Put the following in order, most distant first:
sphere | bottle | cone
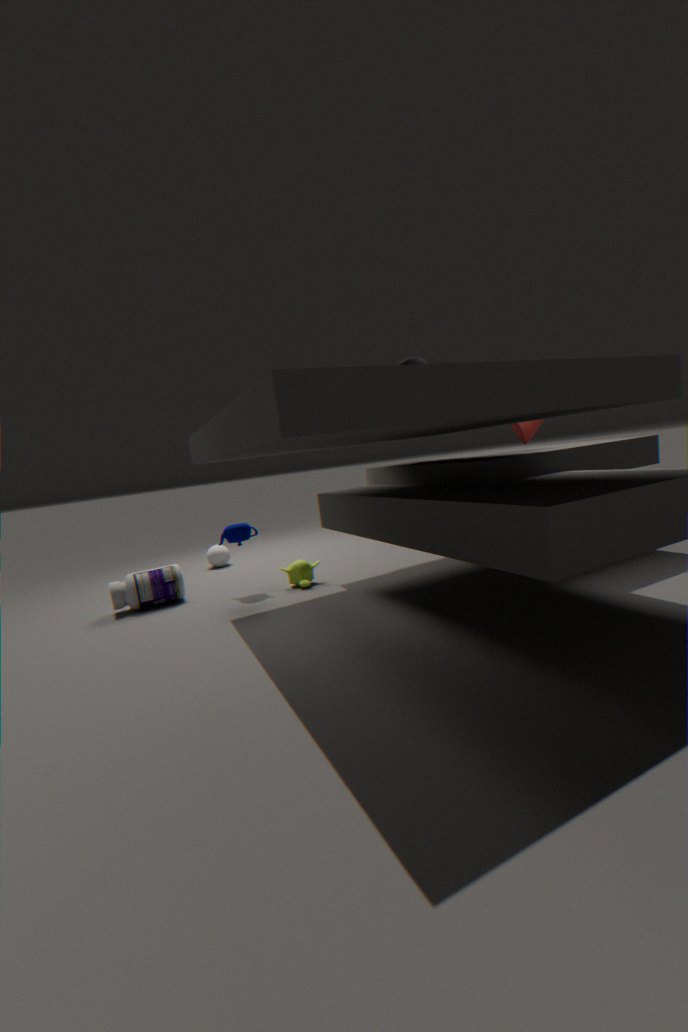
1. sphere
2. bottle
3. cone
